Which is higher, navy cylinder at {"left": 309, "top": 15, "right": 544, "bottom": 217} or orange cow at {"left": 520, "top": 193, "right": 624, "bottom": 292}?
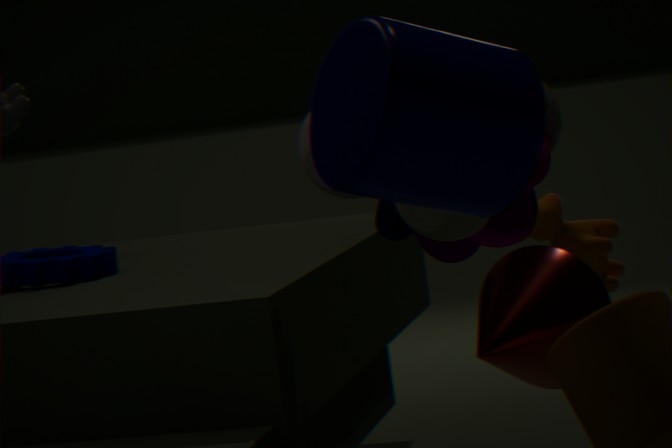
navy cylinder at {"left": 309, "top": 15, "right": 544, "bottom": 217}
